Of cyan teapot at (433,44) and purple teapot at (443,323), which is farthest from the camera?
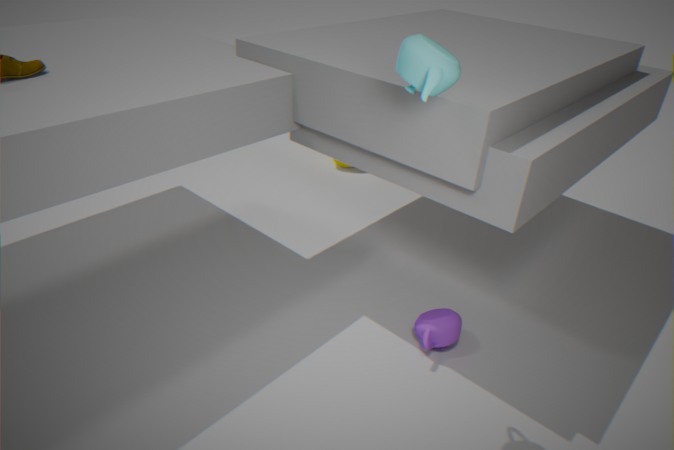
purple teapot at (443,323)
